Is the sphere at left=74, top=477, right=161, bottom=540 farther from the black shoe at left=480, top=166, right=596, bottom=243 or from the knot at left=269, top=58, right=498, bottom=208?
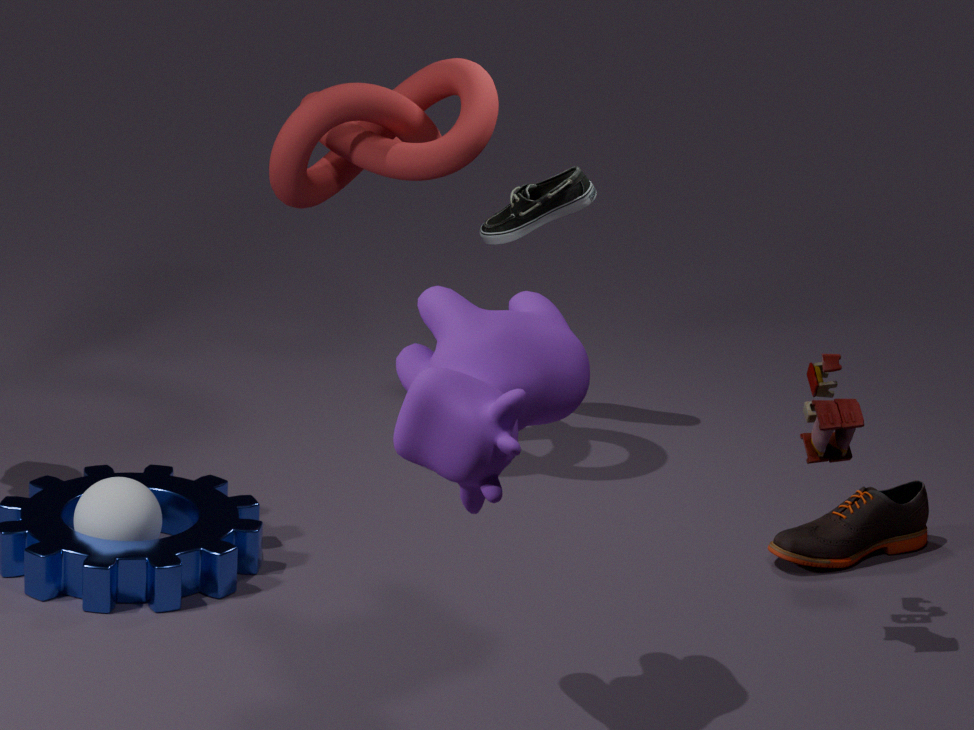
the black shoe at left=480, top=166, right=596, bottom=243
